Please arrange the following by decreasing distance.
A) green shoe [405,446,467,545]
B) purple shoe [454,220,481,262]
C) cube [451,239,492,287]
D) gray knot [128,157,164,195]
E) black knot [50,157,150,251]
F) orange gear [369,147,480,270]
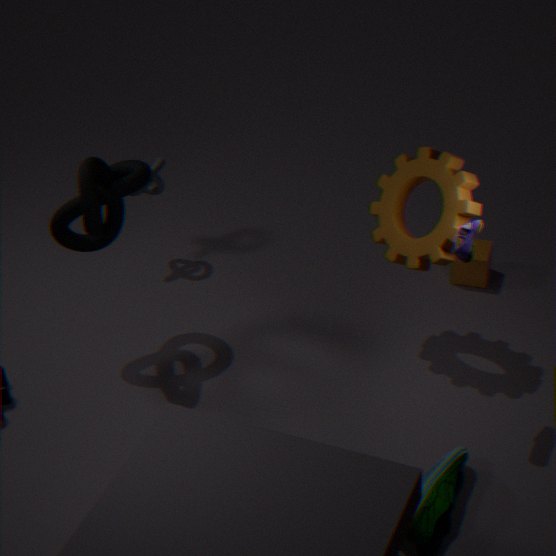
gray knot [128,157,164,195]
cube [451,239,492,287]
orange gear [369,147,480,270]
black knot [50,157,150,251]
purple shoe [454,220,481,262]
green shoe [405,446,467,545]
